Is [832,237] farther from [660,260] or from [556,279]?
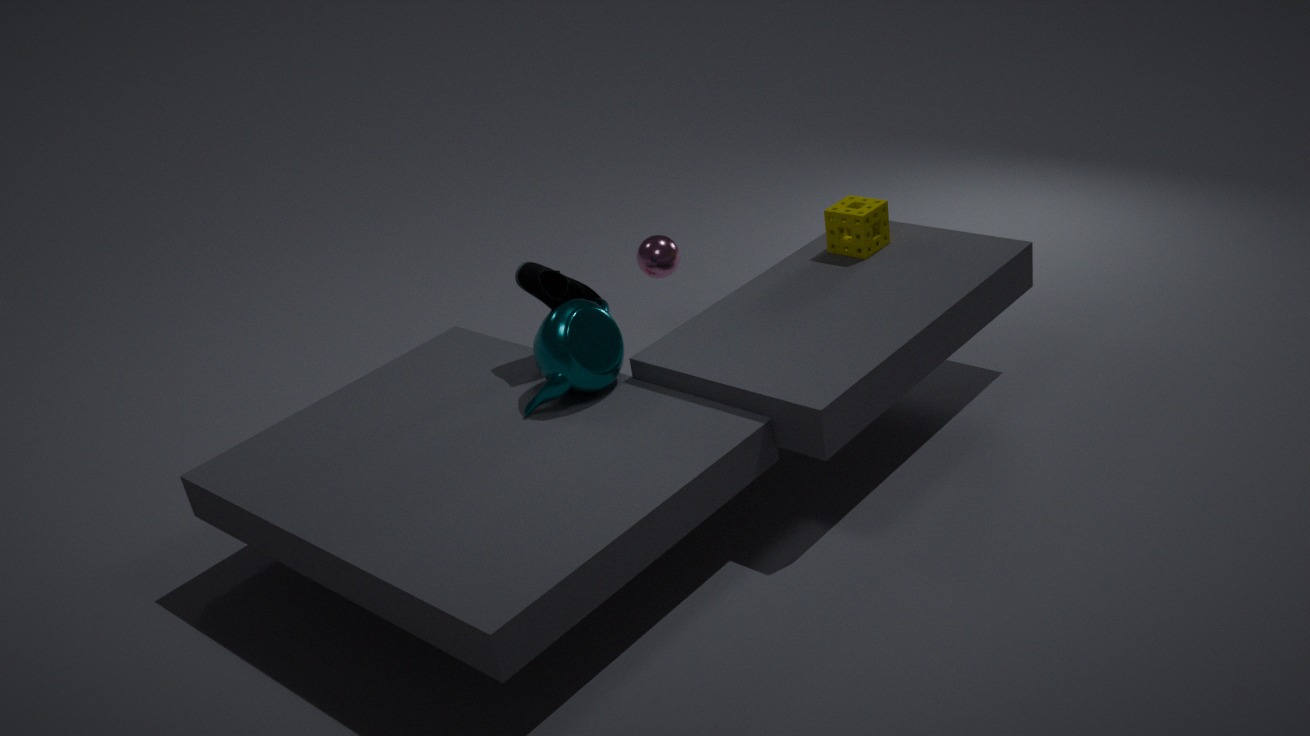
[556,279]
